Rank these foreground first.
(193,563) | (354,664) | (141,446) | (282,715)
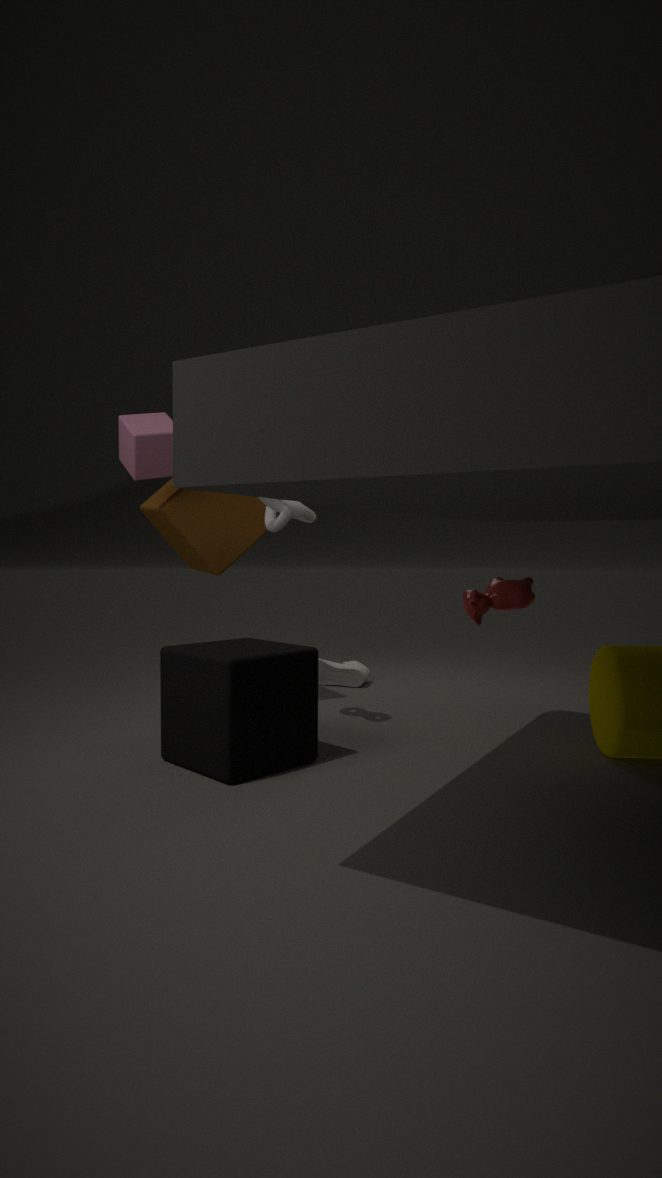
1. (282,715)
2. (141,446)
3. (193,563)
4. (354,664)
